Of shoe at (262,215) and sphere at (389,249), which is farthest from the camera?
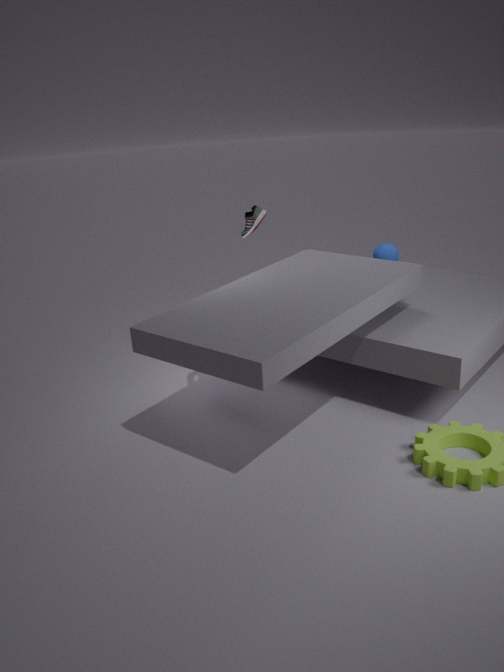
shoe at (262,215)
